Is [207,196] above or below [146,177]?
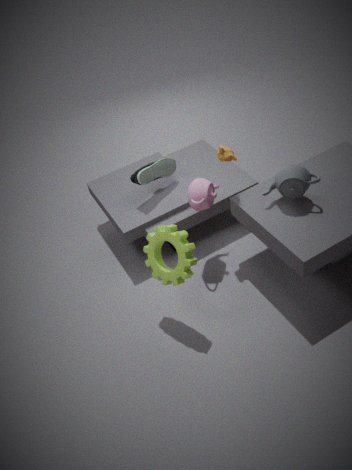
below
